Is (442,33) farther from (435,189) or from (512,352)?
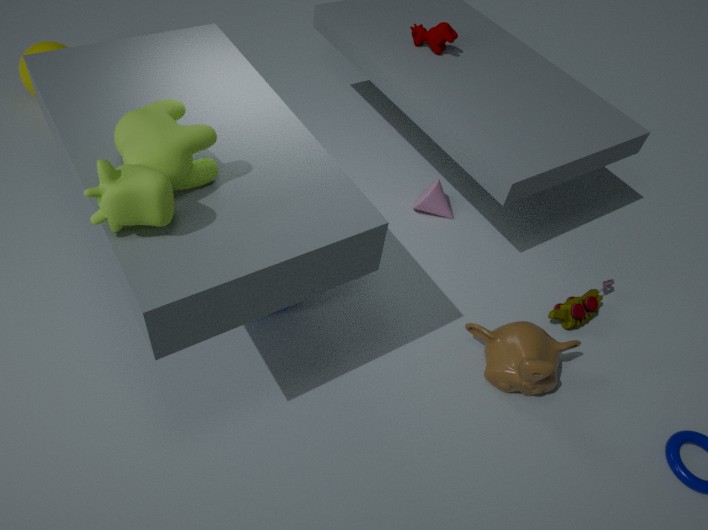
(512,352)
